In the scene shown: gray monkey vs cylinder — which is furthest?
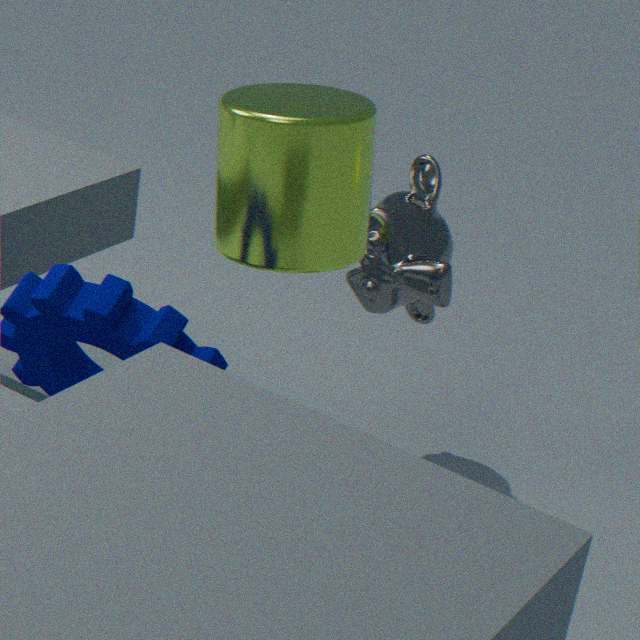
gray monkey
